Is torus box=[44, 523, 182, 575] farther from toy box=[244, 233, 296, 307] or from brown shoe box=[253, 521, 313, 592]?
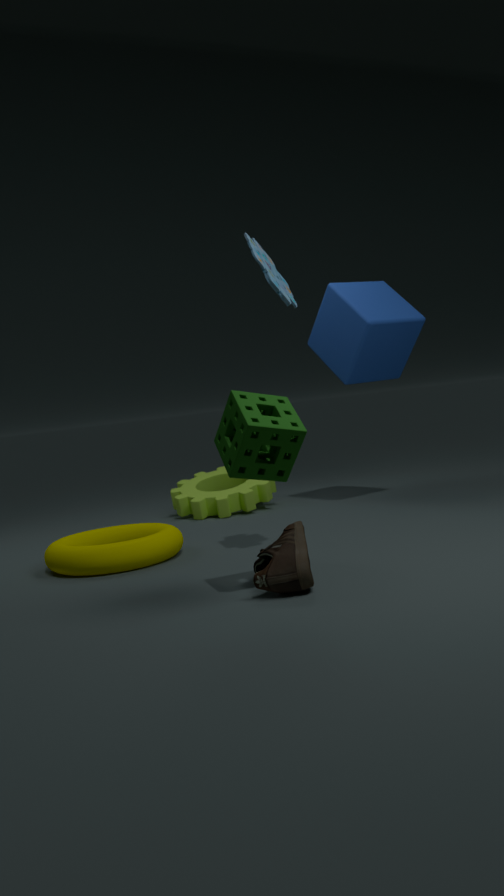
toy box=[244, 233, 296, 307]
